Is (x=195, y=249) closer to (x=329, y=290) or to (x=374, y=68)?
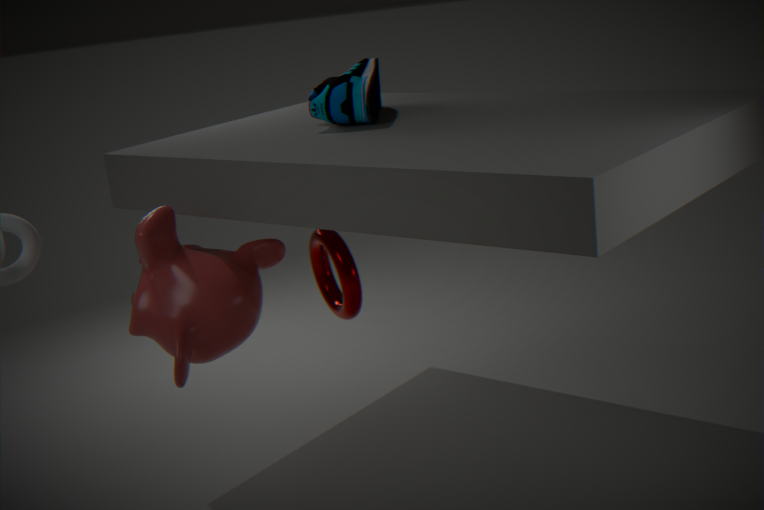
(x=329, y=290)
